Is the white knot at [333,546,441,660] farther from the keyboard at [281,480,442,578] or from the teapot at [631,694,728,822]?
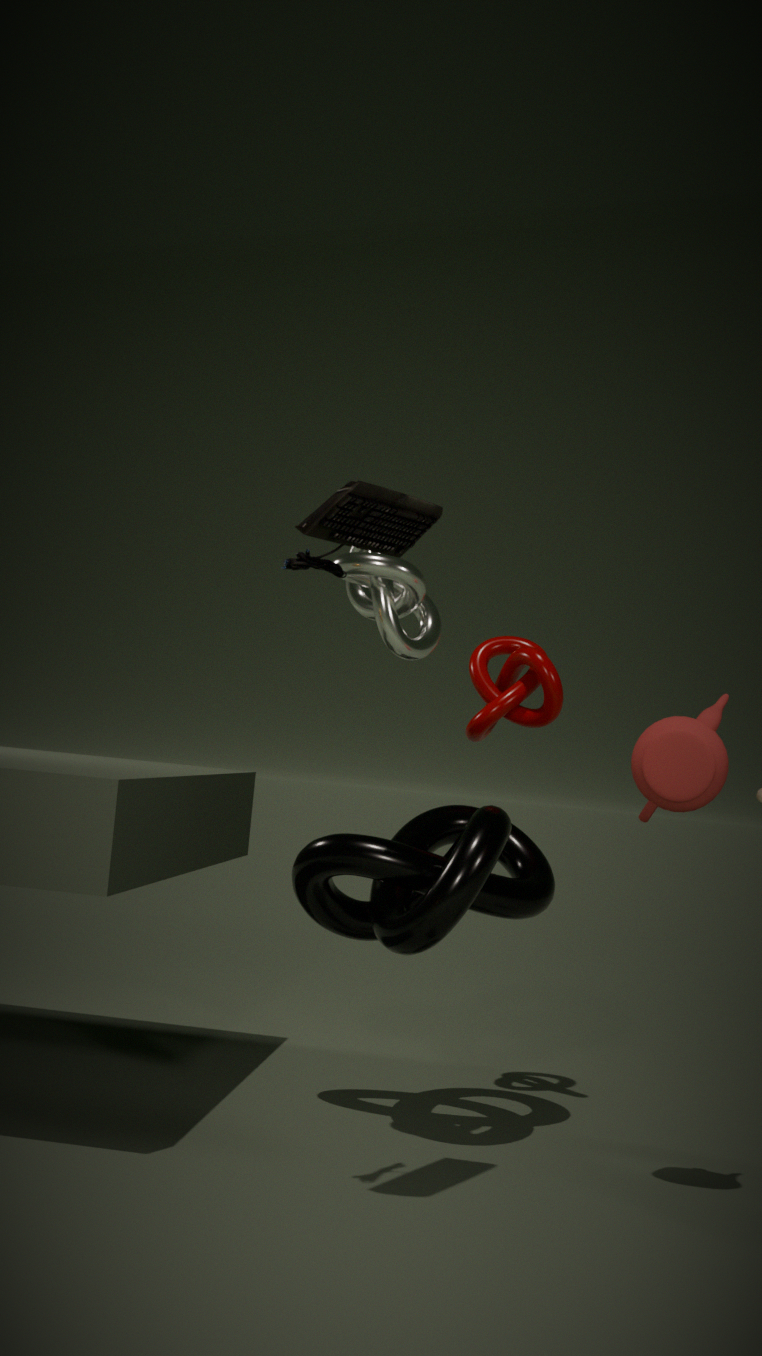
the teapot at [631,694,728,822]
